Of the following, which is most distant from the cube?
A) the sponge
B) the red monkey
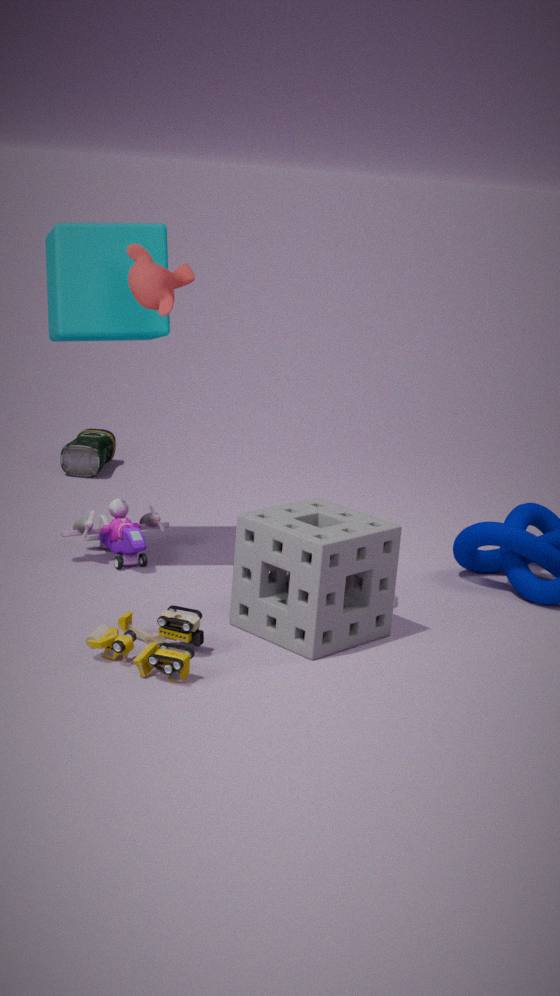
the sponge
